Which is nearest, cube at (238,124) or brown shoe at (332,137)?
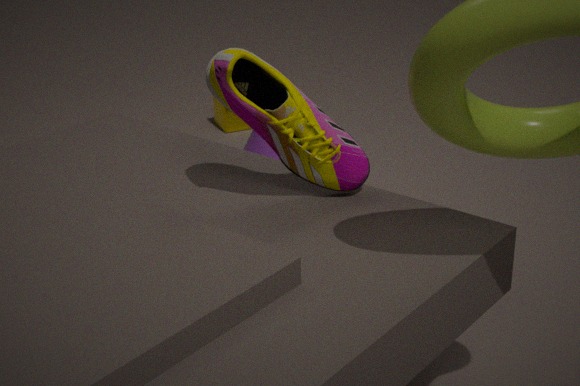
brown shoe at (332,137)
